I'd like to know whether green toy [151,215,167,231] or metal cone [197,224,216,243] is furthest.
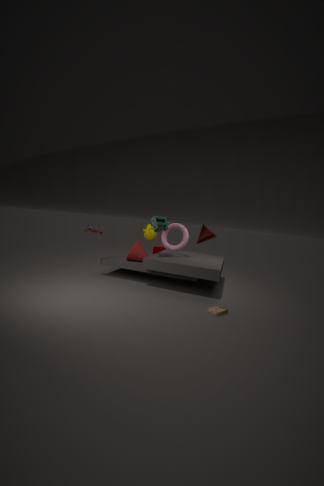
metal cone [197,224,216,243]
